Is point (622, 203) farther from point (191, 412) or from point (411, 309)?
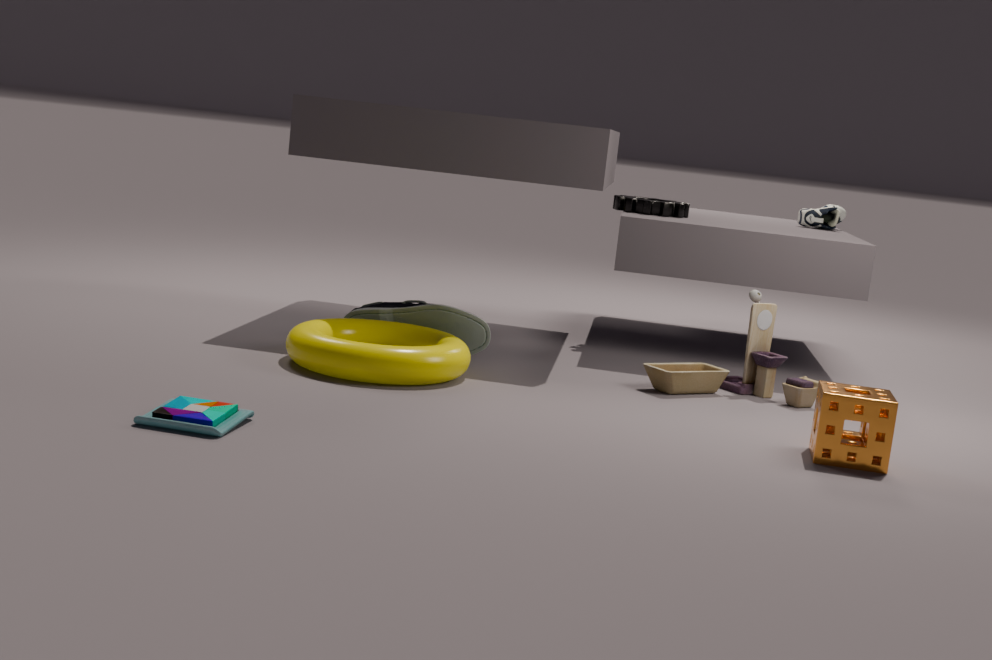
point (191, 412)
